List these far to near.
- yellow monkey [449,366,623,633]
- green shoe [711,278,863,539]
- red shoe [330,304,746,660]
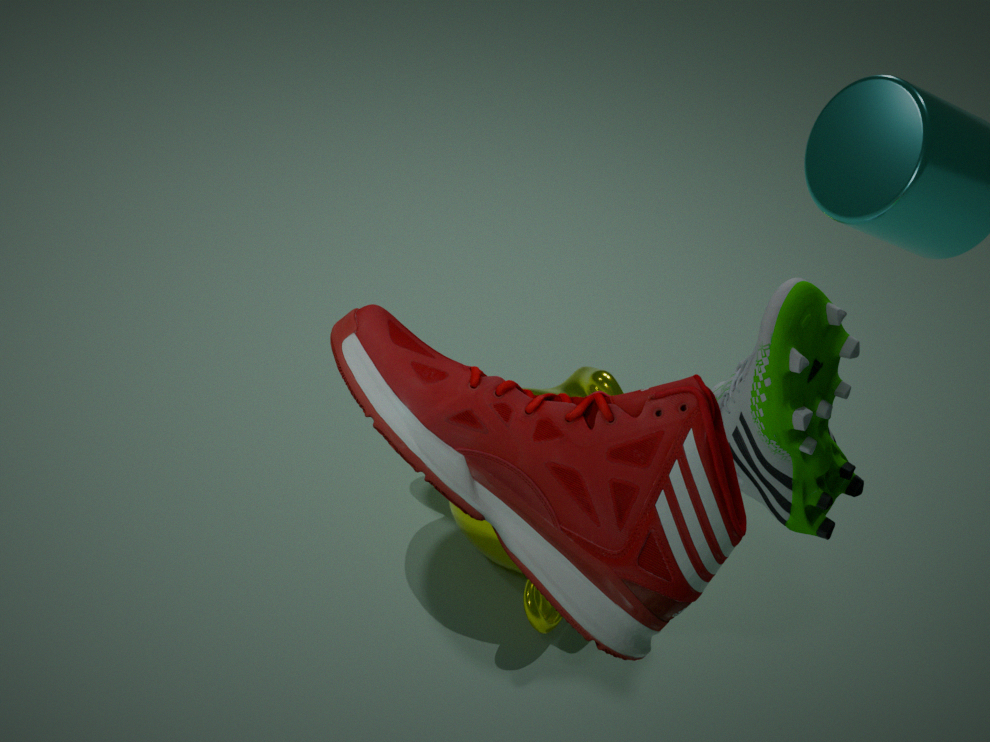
yellow monkey [449,366,623,633] < green shoe [711,278,863,539] < red shoe [330,304,746,660]
